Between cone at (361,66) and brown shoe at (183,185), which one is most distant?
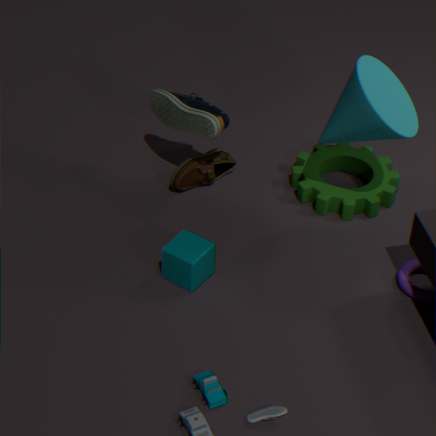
brown shoe at (183,185)
